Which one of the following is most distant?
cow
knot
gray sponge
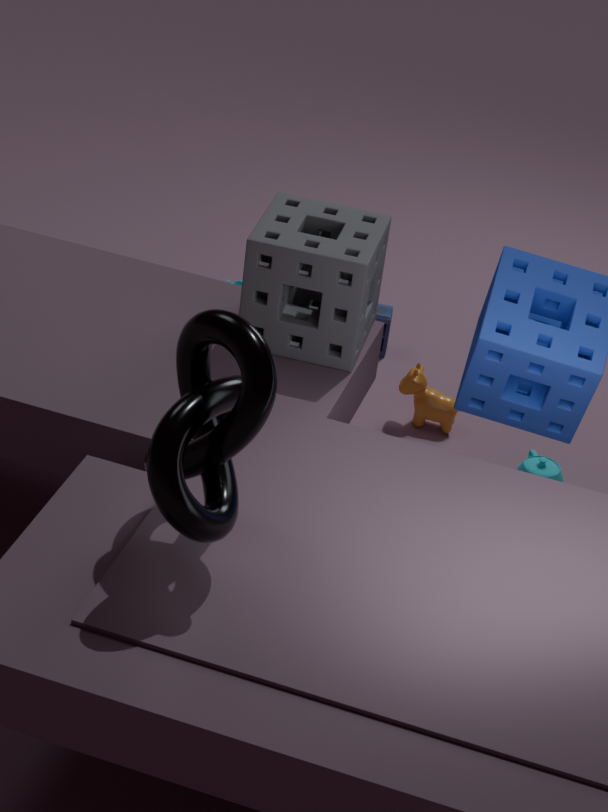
cow
